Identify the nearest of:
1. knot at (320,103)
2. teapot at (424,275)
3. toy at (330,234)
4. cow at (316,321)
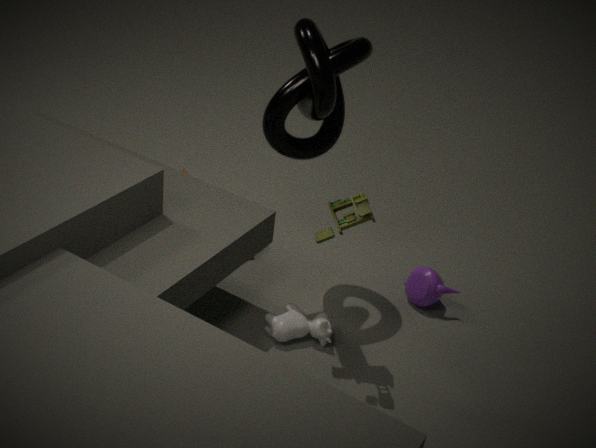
toy at (330,234)
